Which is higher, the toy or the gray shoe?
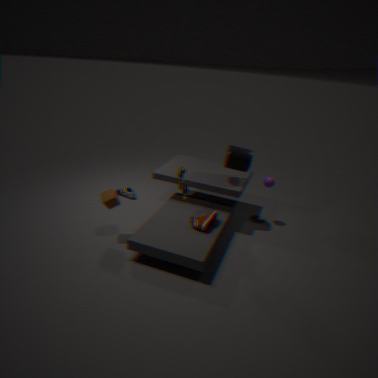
the toy
